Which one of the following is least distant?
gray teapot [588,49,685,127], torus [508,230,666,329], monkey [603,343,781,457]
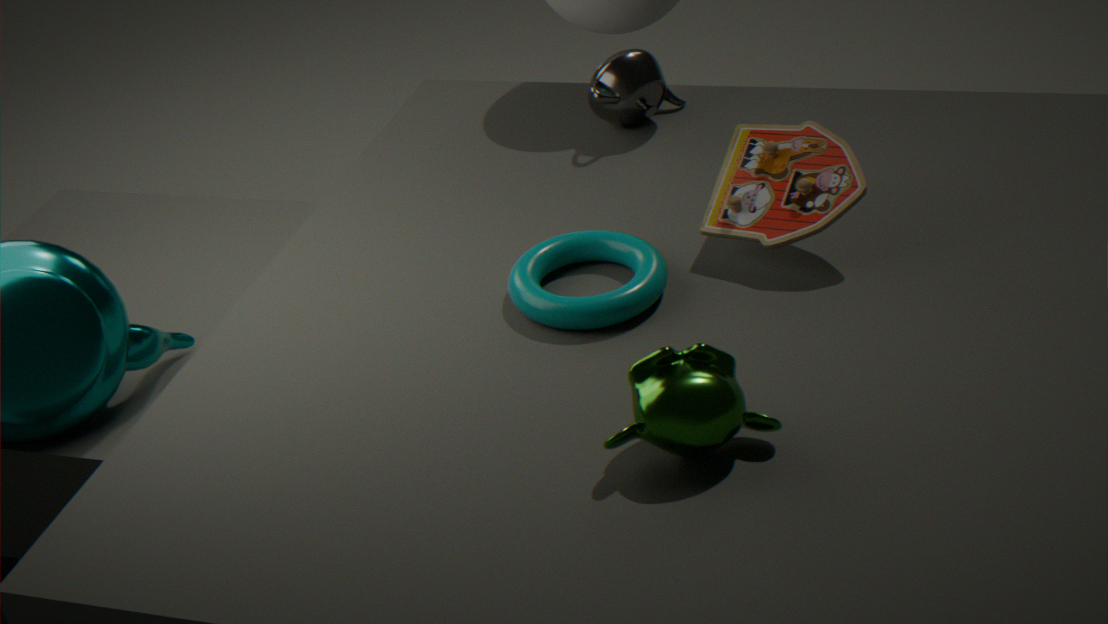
monkey [603,343,781,457]
